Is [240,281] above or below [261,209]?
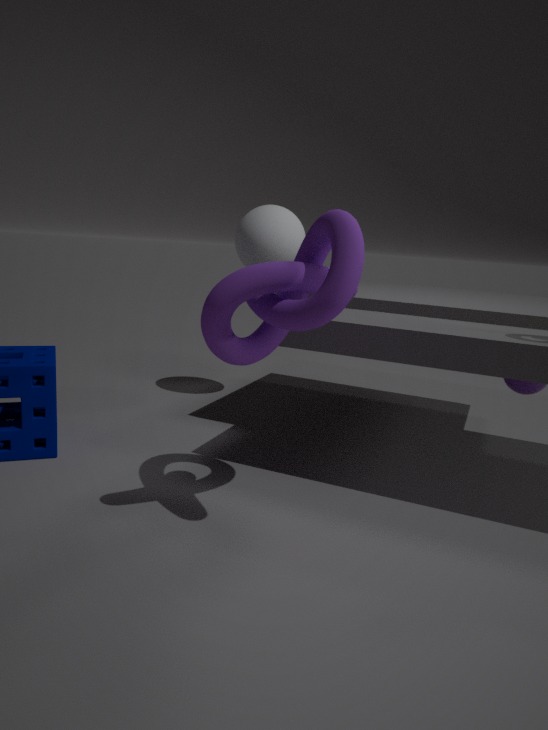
below
